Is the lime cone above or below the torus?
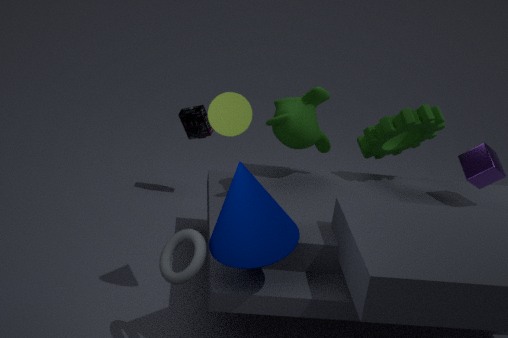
above
